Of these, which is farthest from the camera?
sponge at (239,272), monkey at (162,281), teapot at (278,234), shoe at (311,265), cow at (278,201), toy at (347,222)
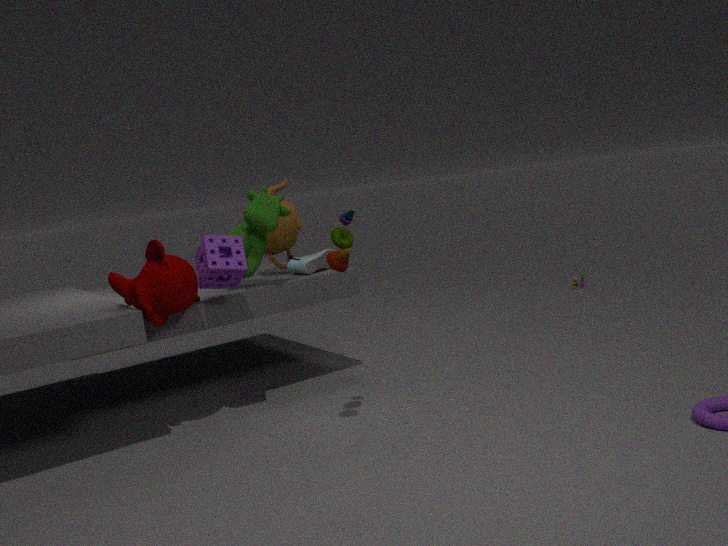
teapot at (278,234)
